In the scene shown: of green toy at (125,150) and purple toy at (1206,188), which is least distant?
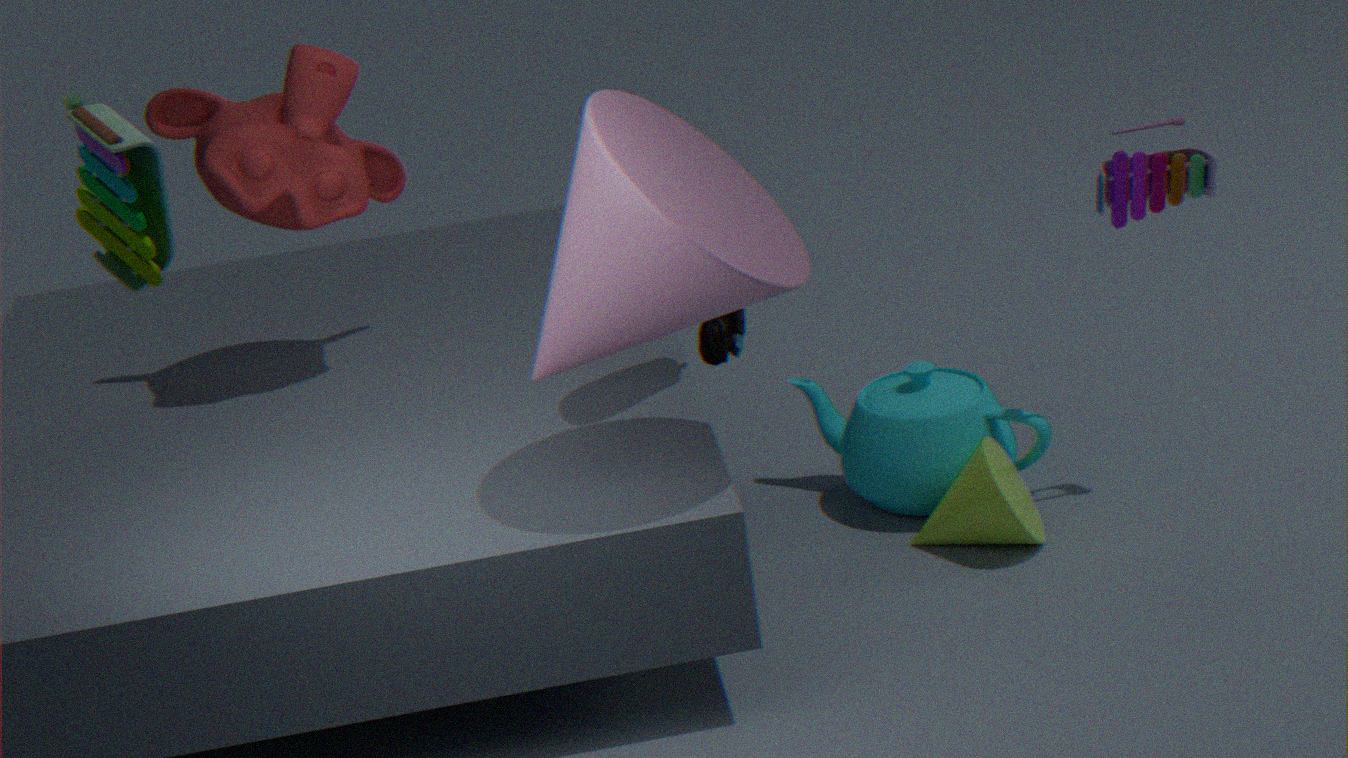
green toy at (125,150)
